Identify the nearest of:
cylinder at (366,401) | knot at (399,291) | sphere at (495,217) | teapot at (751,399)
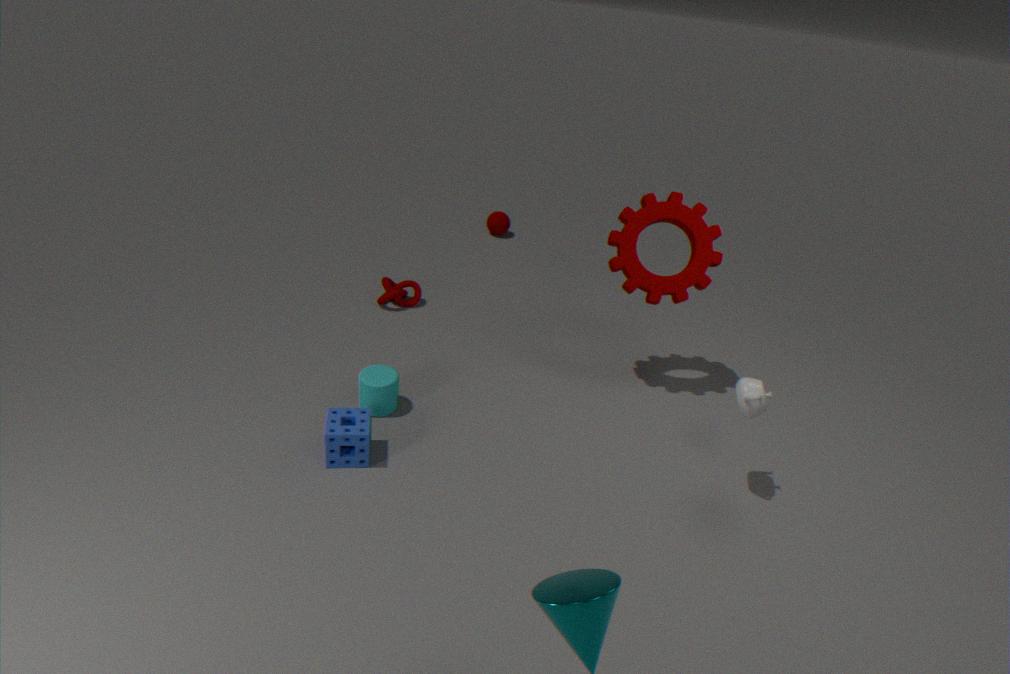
teapot at (751,399)
